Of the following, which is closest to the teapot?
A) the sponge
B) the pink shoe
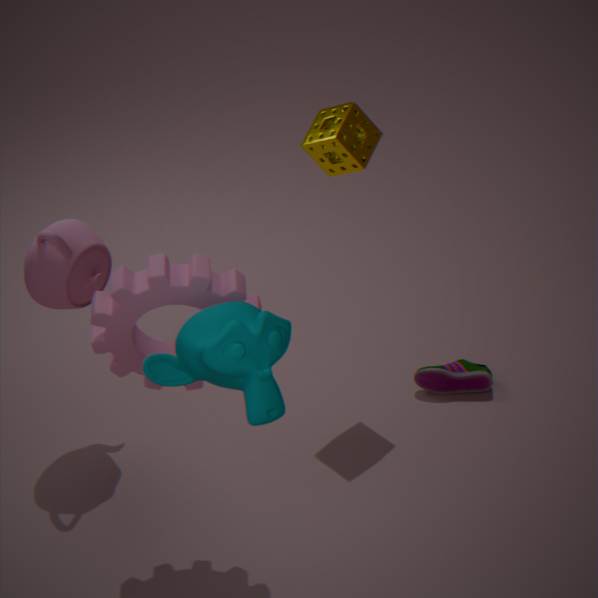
the sponge
